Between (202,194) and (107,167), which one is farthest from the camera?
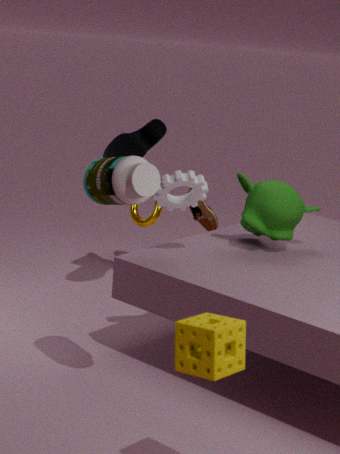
(202,194)
